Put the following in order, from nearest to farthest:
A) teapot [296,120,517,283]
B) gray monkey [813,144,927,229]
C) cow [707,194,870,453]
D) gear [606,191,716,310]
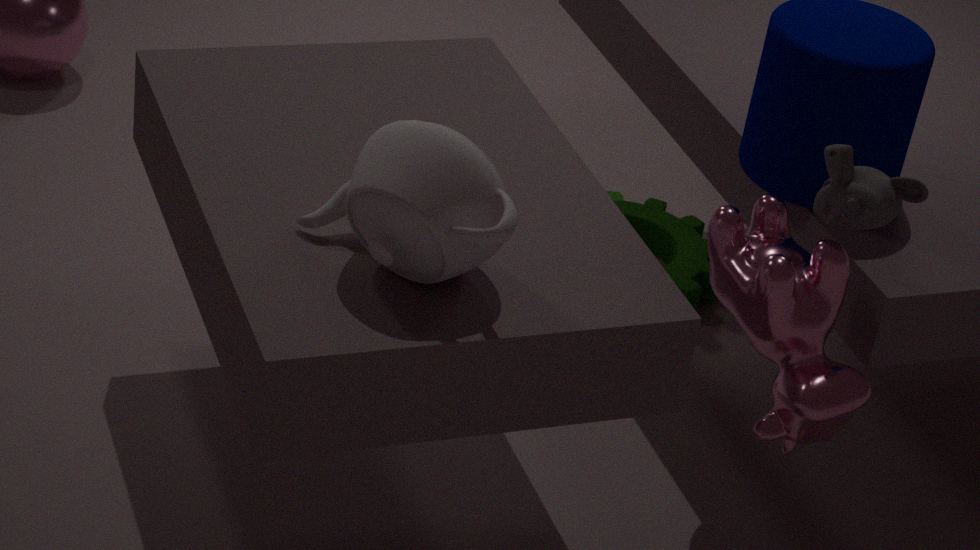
1. teapot [296,120,517,283]
2. gray monkey [813,144,927,229]
3. cow [707,194,870,453]
4. gear [606,191,716,310]
